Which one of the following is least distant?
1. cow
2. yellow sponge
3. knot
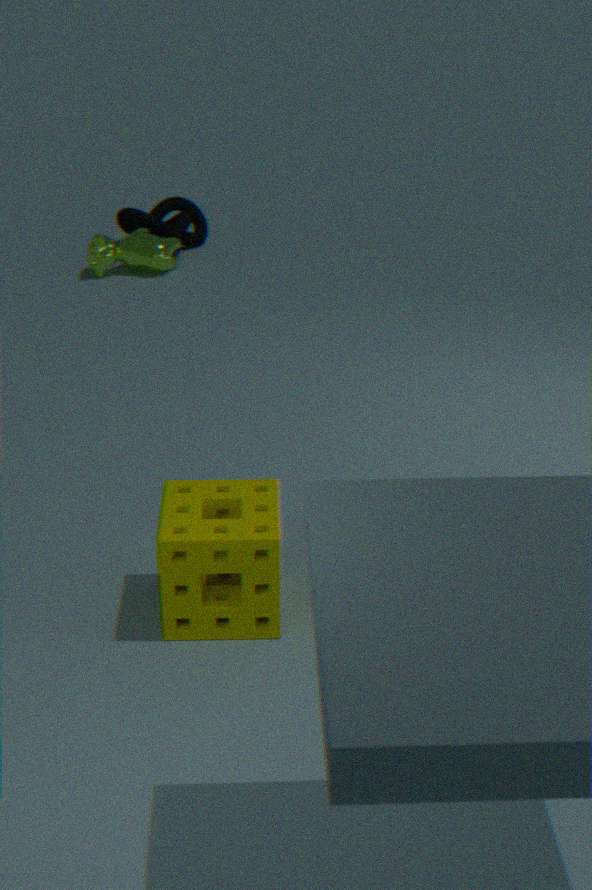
yellow sponge
